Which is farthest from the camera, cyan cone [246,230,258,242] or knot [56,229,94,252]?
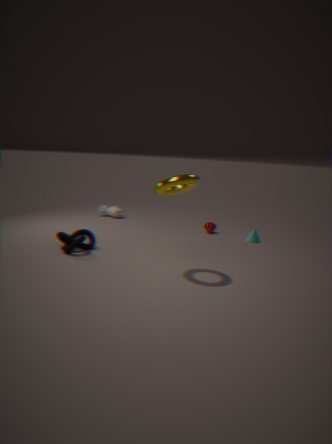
cyan cone [246,230,258,242]
